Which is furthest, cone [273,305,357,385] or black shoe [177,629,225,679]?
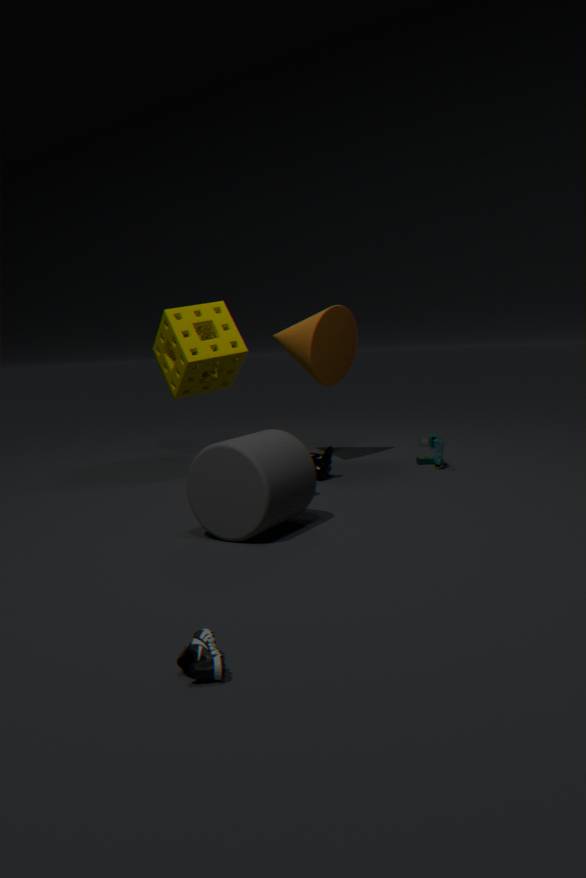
cone [273,305,357,385]
